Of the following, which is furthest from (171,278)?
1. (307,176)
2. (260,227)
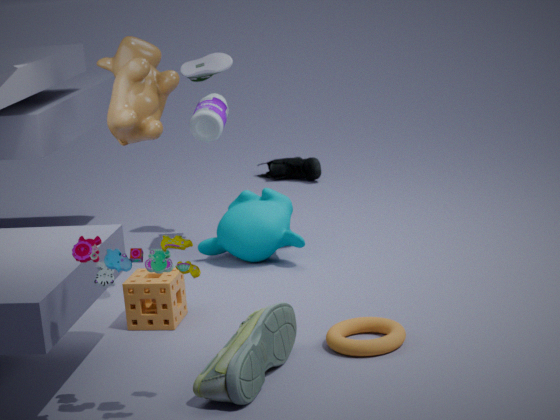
(307,176)
